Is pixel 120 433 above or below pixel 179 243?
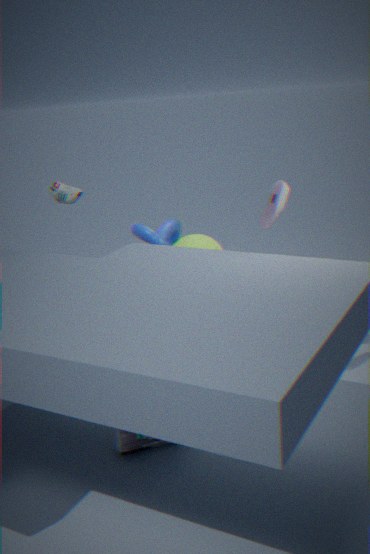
below
